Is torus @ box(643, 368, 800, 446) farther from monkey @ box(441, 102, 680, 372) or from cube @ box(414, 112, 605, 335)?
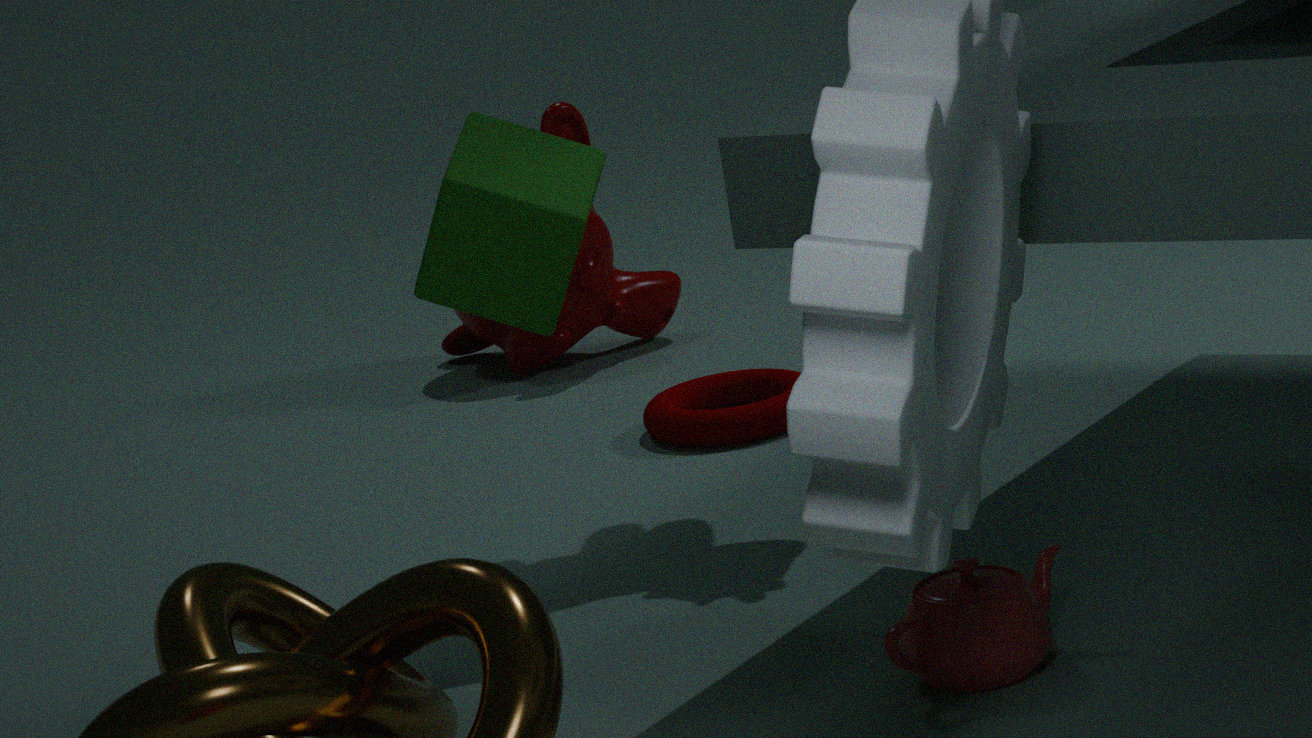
cube @ box(414, 112, 605, 335)
